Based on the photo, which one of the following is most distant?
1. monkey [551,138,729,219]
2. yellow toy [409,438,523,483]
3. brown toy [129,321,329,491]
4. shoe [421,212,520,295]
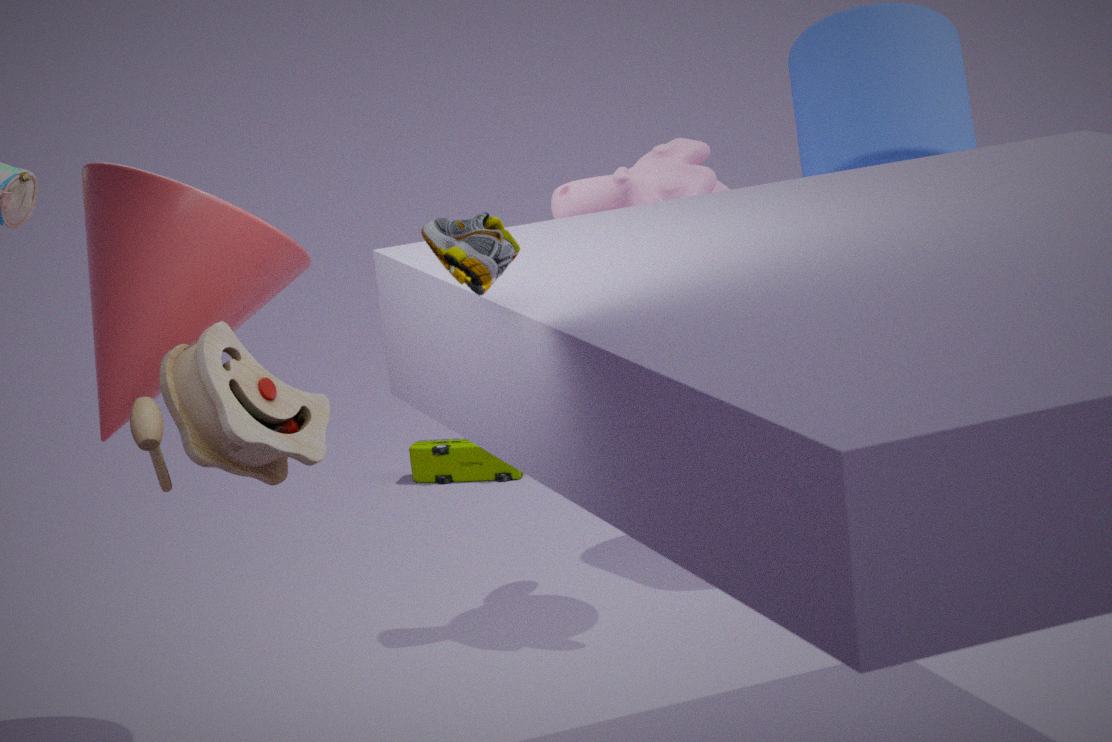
yellow toy [409,438,523,483]
